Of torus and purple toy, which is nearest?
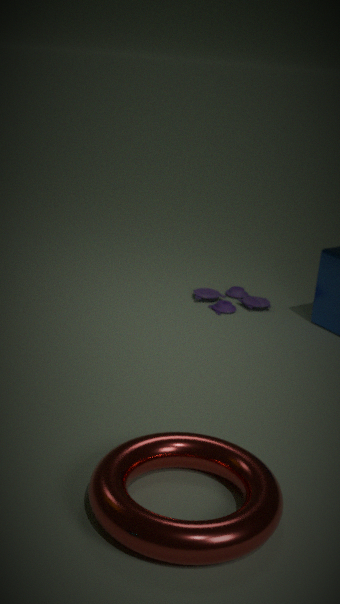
torus
